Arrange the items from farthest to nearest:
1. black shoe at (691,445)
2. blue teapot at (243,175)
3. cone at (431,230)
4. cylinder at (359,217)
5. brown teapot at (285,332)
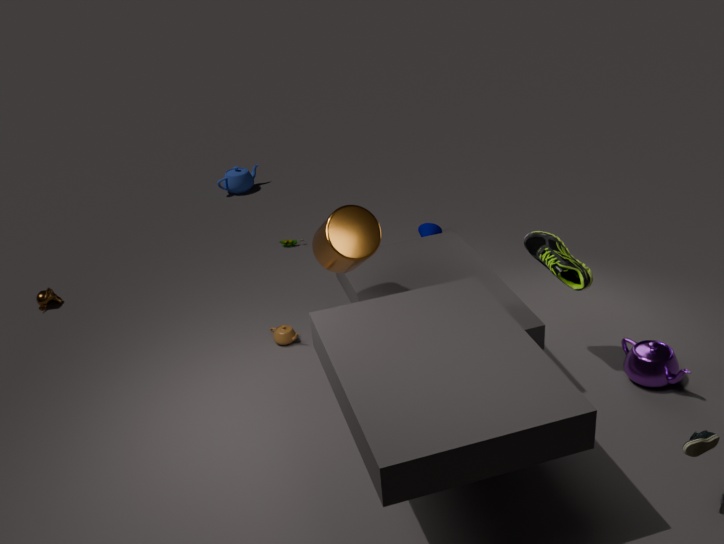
blue teapot at (243,175)
cone at (431,230)
brown teapot at (285,332)
cylinder at (359,217)
black shoe at (691,445)
